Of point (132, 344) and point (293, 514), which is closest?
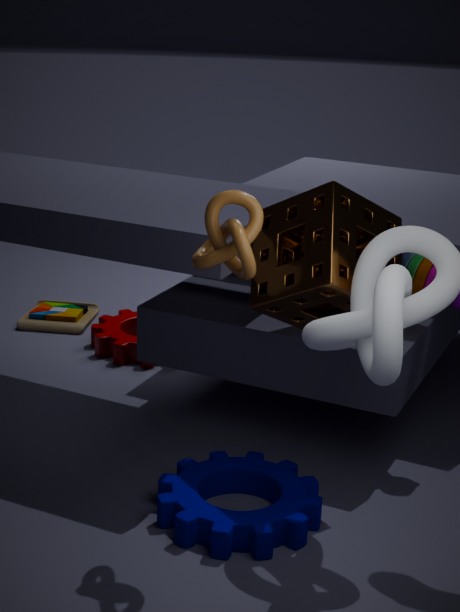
point (293, 514)
